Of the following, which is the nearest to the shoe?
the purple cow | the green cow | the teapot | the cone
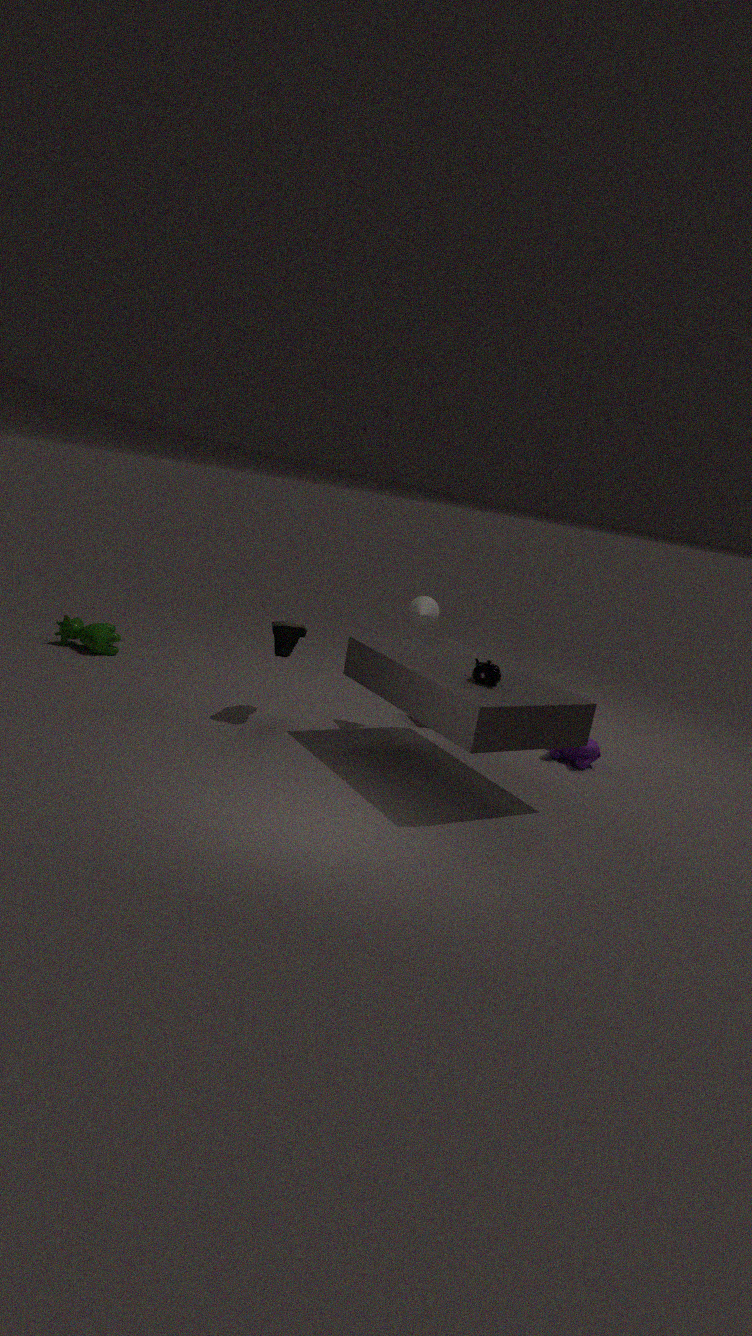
the cone
